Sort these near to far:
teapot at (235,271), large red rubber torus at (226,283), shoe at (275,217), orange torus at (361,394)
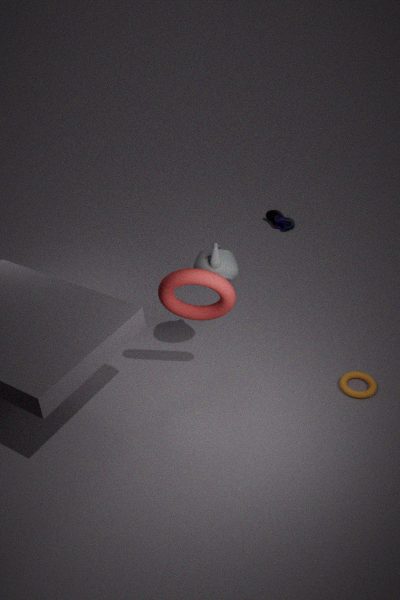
large red rubber torus at (226,283) → teapot at (235,271) → orange torus at (361,394) → shoe at (275,217)
